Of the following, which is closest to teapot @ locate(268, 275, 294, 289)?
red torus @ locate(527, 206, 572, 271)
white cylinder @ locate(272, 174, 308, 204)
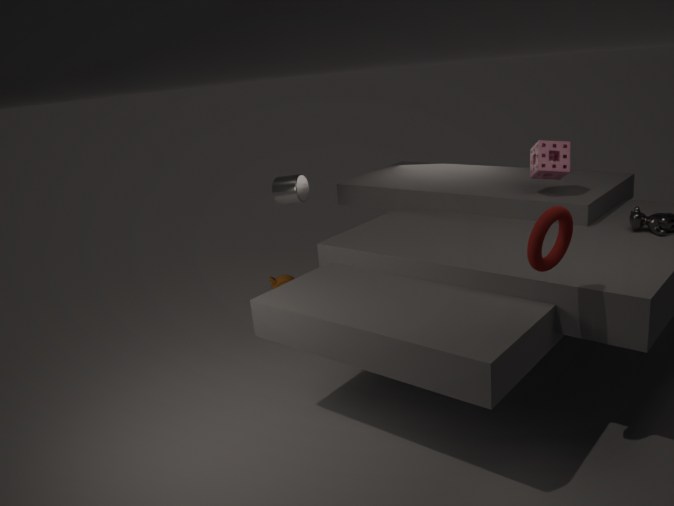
white cylinder @ locate(272, 174, 308, 204)
